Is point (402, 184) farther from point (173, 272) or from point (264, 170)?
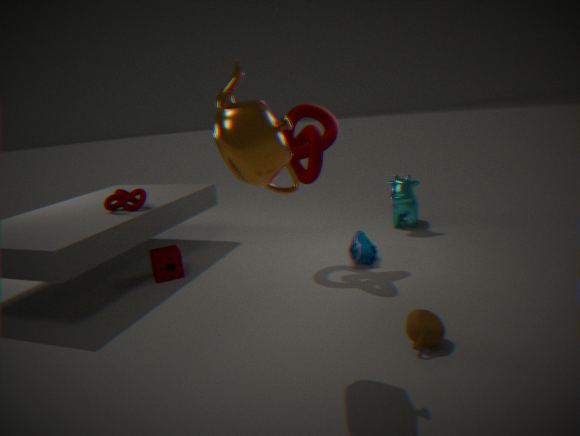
point (264, 170)
